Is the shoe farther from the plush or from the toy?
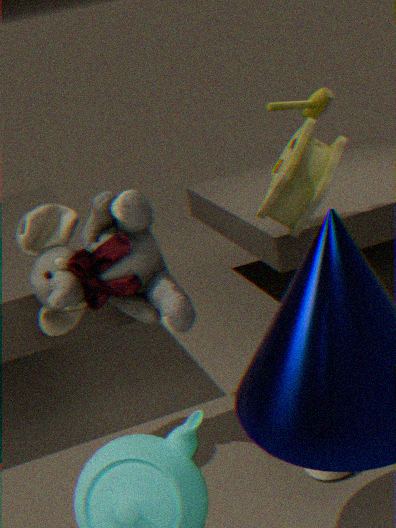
the toy
